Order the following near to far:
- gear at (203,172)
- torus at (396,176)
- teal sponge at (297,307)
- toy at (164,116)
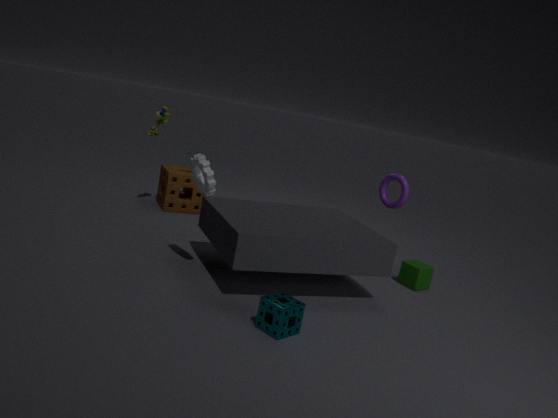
teal sponge at (297,307), gear at (203,172), torus at (396,176), toy at (164,116)
